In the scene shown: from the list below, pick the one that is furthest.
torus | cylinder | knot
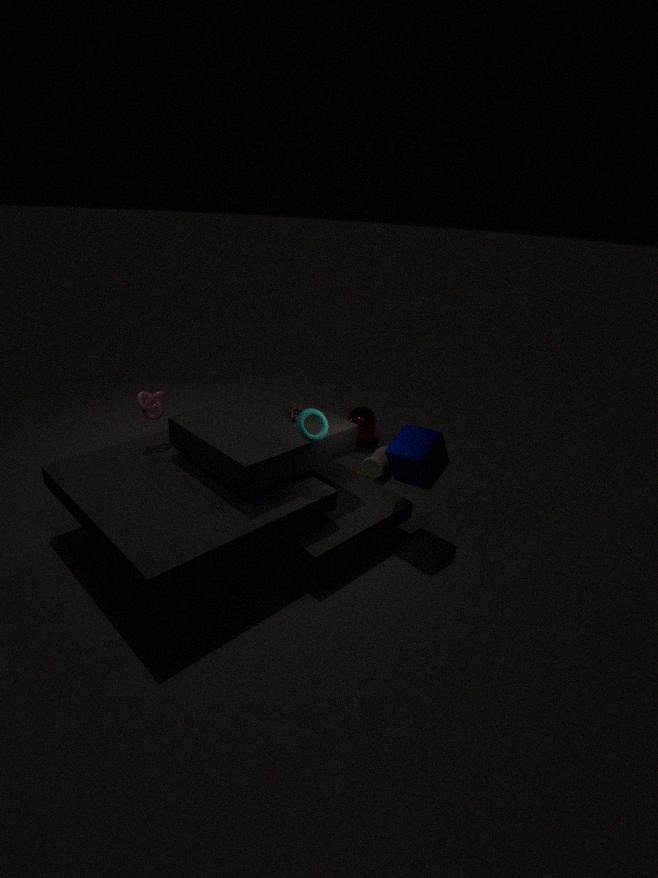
cylinder
